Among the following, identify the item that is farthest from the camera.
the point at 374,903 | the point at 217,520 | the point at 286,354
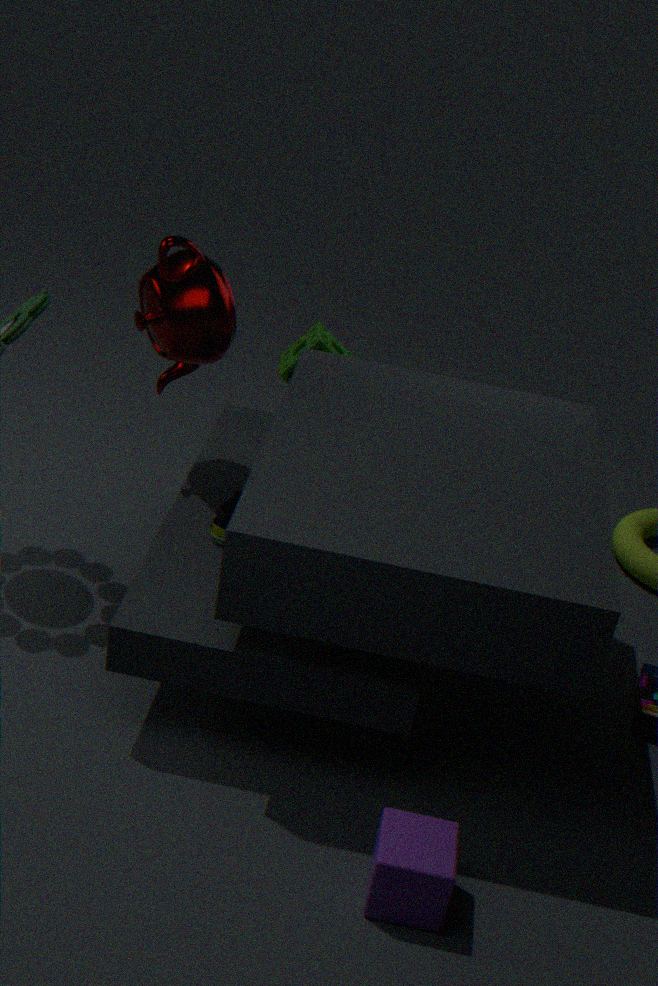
the point at 286,354
